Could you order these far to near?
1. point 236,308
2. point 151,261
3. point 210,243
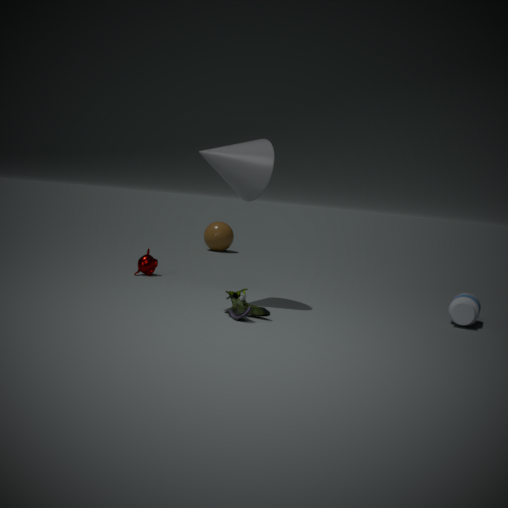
1. point 210,243
2. point 151,261
3. point 236,308
